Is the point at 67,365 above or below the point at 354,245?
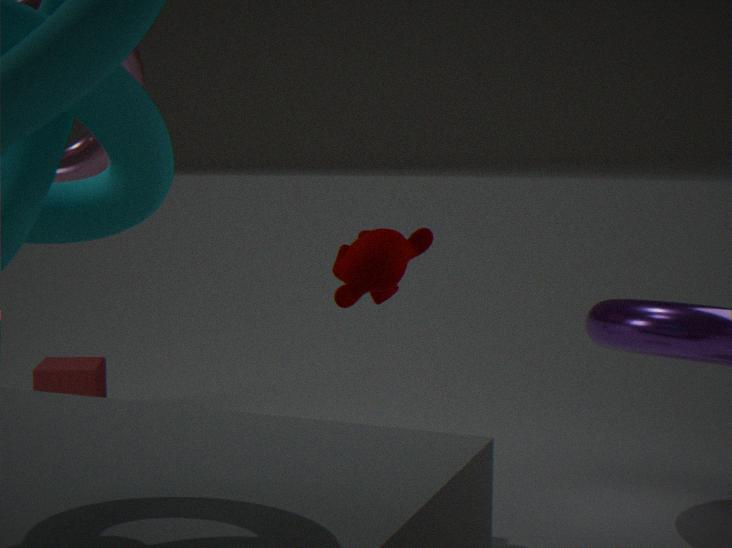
below
